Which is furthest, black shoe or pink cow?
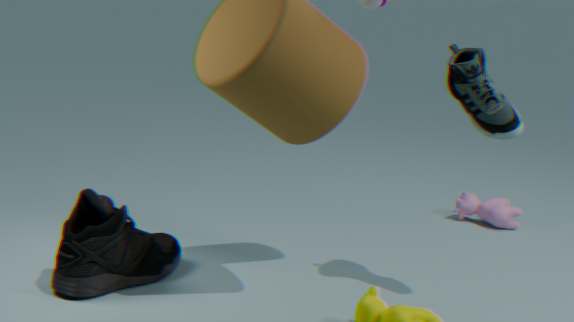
pink cow
